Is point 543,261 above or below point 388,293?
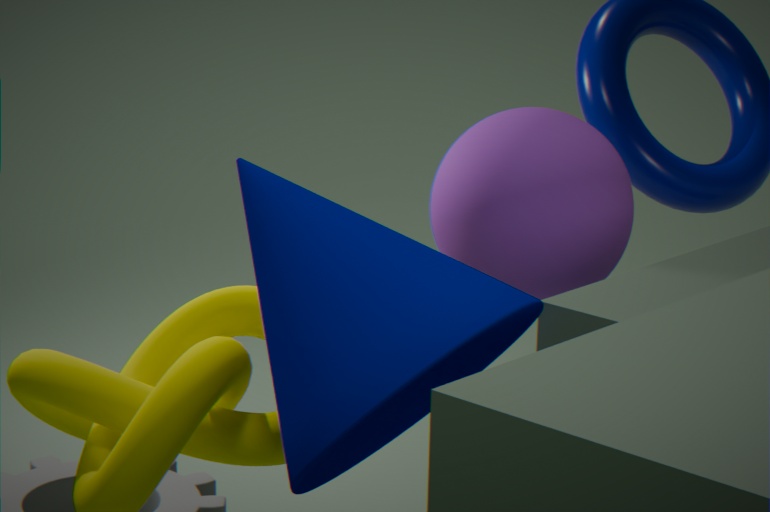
above
